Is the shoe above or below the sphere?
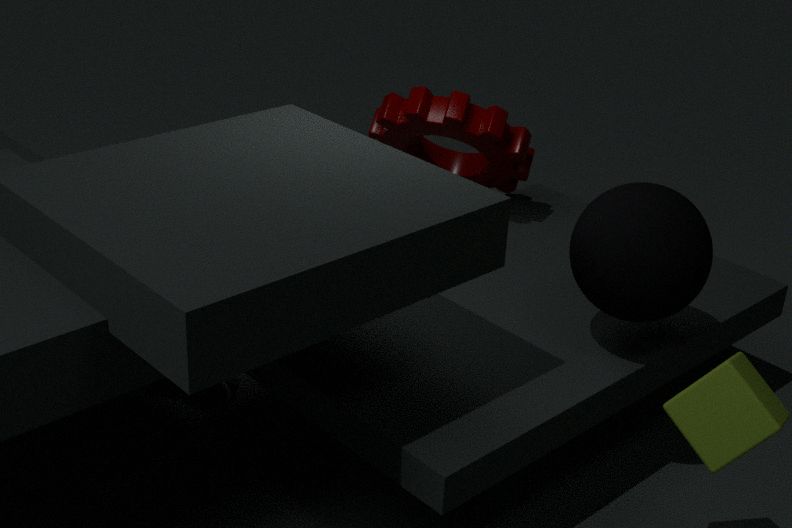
below
